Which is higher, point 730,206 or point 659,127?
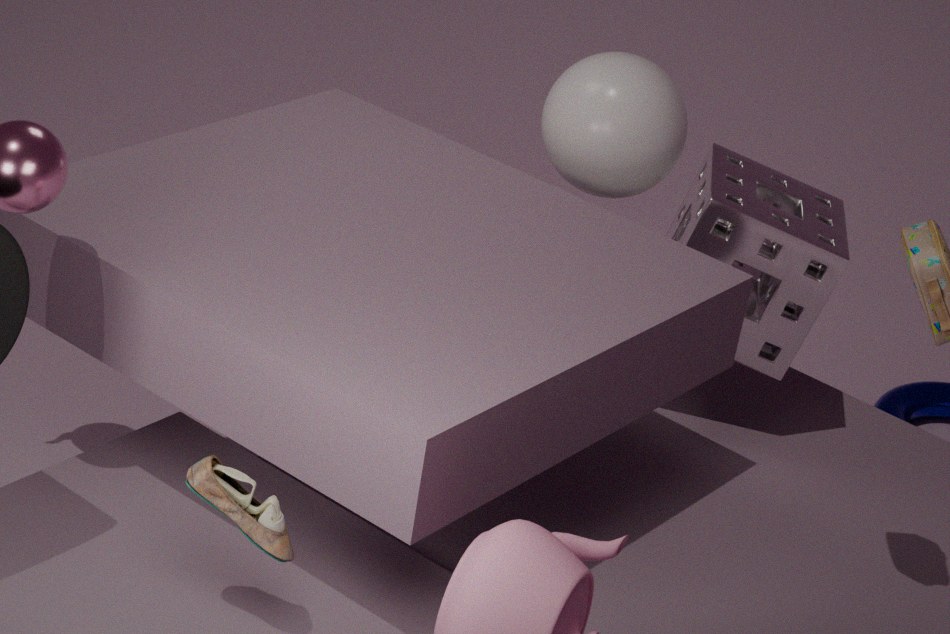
point 659,127
